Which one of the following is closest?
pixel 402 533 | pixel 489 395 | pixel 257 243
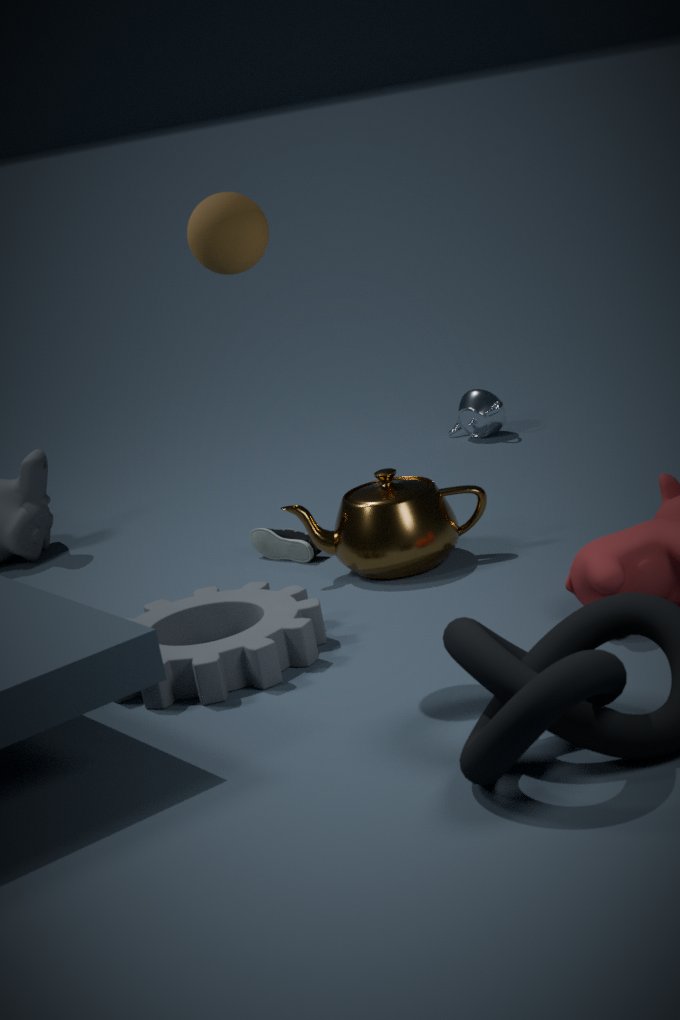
pixel 257 243
